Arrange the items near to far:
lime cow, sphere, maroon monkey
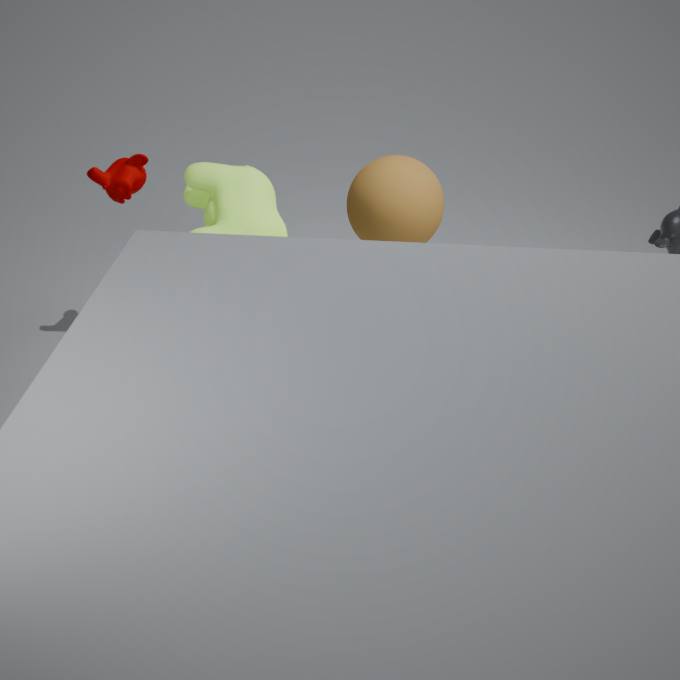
lime cow < maroon monkey < sphere
